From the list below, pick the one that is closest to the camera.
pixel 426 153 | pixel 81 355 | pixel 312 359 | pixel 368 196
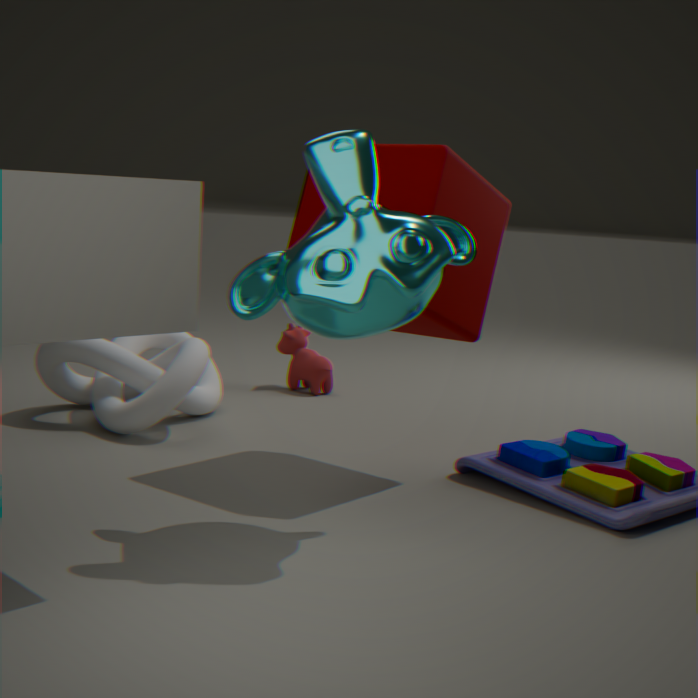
pixel 368 196
